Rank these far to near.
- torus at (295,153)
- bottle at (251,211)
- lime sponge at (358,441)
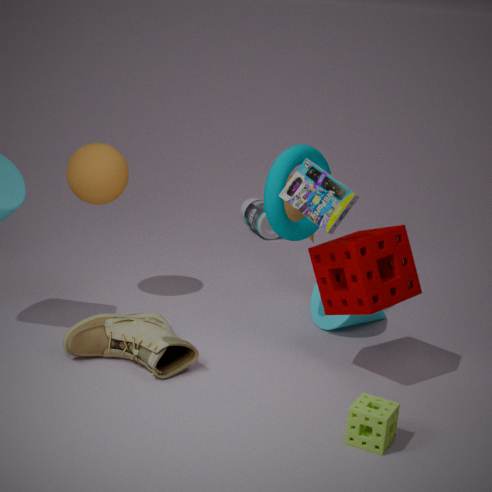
bottle at (251,211) < torus at (295,153) < lime sponge at (358,441)
